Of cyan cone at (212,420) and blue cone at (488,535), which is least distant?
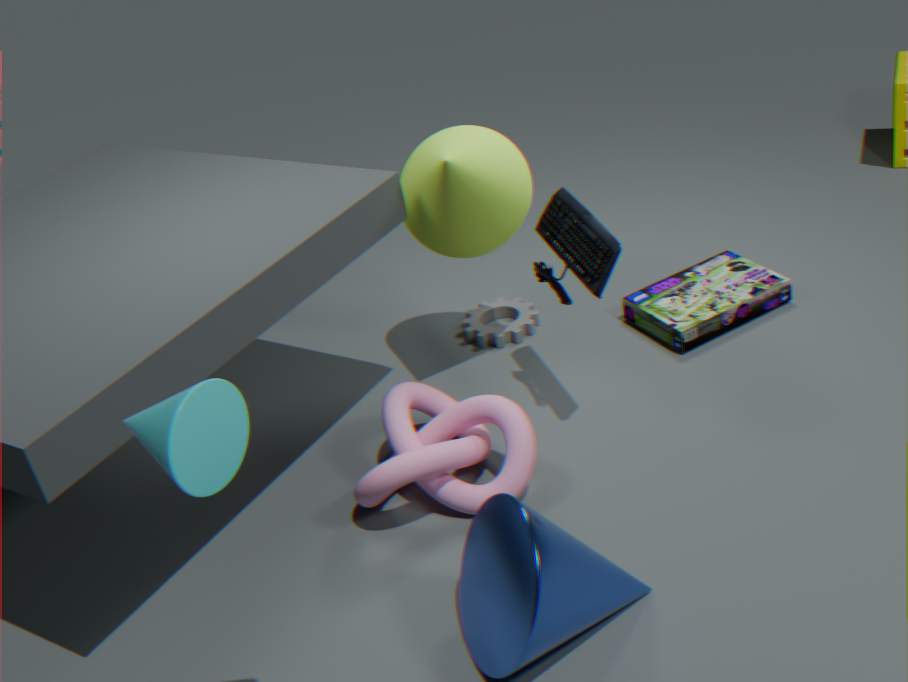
cyan cone at (212,420)
